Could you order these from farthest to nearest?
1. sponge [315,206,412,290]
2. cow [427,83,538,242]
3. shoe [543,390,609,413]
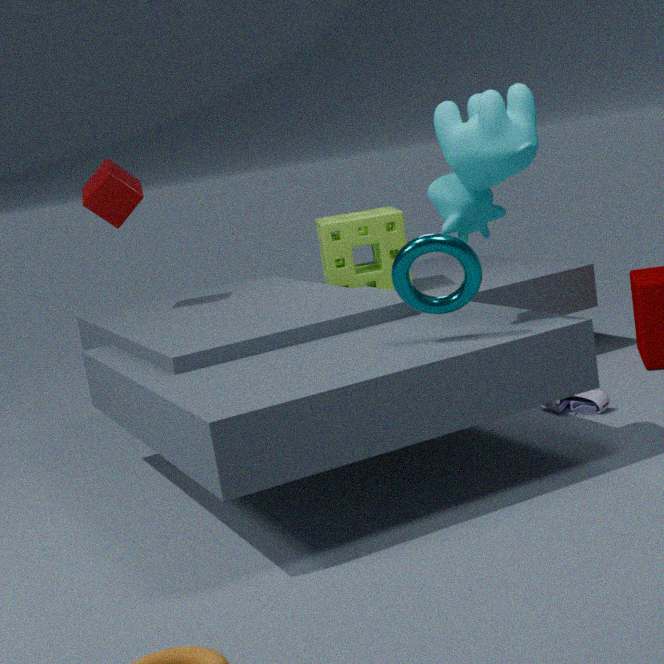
sponge [315,206,412,290] → shoe [543,390,609,413] → cow [427,83,538,242]
